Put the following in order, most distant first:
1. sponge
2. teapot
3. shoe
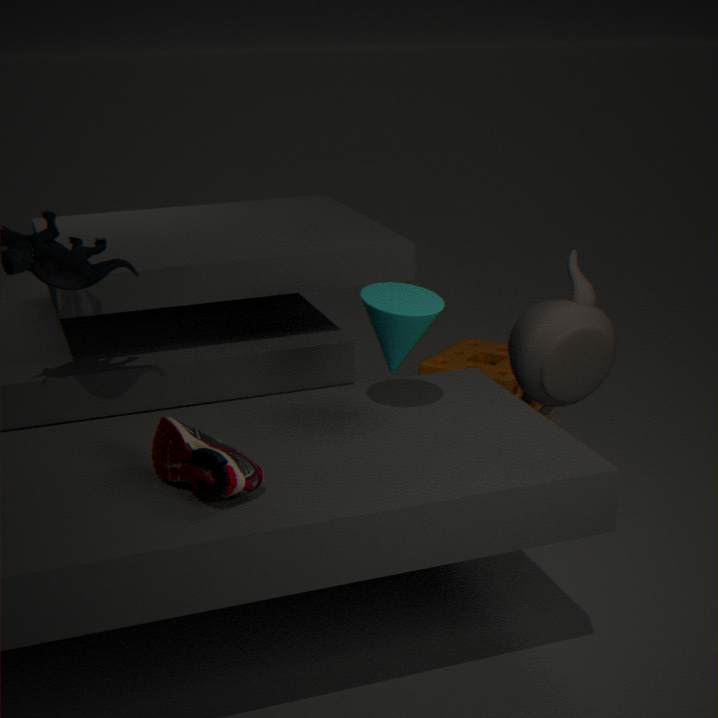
sponge < teapot < shoe
